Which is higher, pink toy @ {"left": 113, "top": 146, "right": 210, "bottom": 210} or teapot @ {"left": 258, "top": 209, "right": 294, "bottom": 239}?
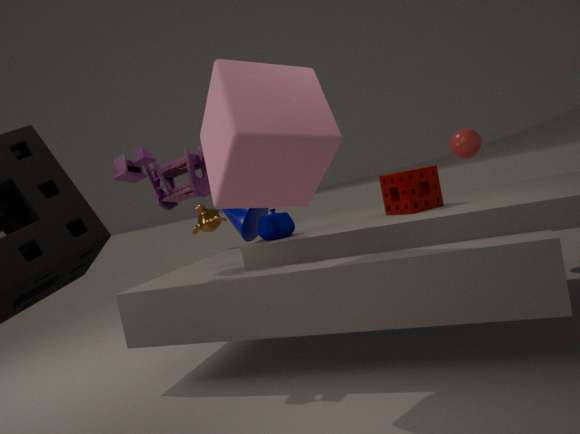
pink toy @ {"left": 113, "top": 146, "right": 210, "bottom": 210}
